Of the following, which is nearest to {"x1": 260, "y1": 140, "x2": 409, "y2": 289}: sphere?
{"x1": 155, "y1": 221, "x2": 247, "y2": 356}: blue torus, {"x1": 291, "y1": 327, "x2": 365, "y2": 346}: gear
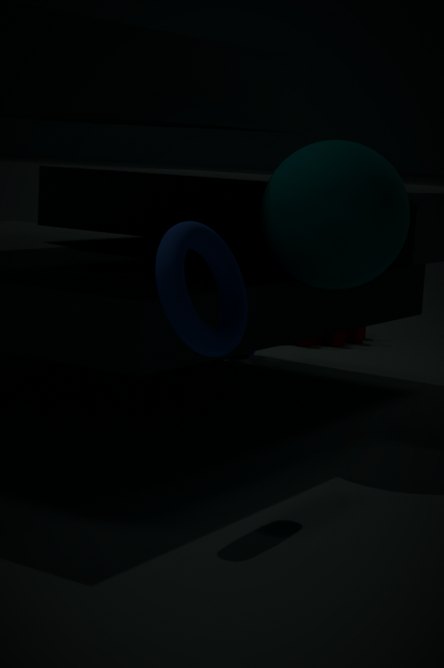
{"x1": 155, "y1": 221, "x2": 247, "y2": 356}: blue torus
